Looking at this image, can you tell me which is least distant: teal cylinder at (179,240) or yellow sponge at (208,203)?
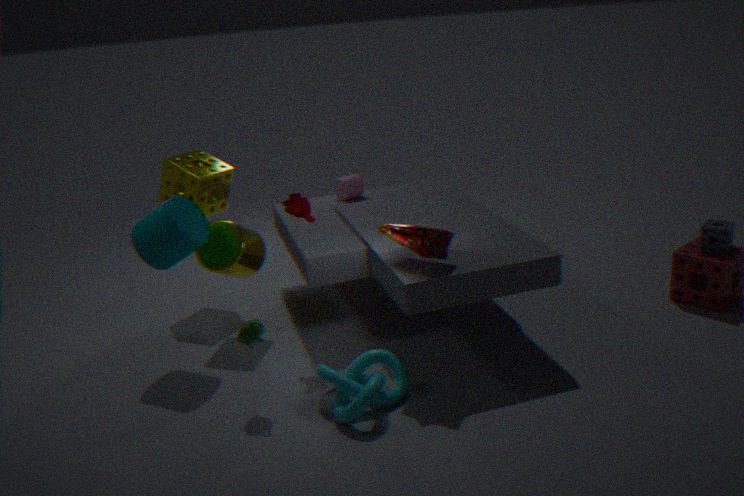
teal cylinder at (179,240)
